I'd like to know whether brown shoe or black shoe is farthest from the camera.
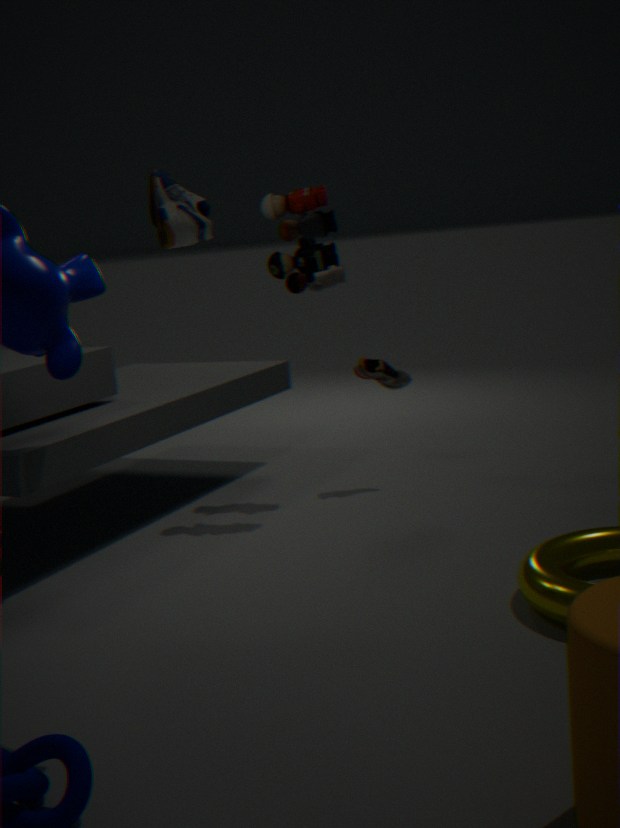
brown shoe
